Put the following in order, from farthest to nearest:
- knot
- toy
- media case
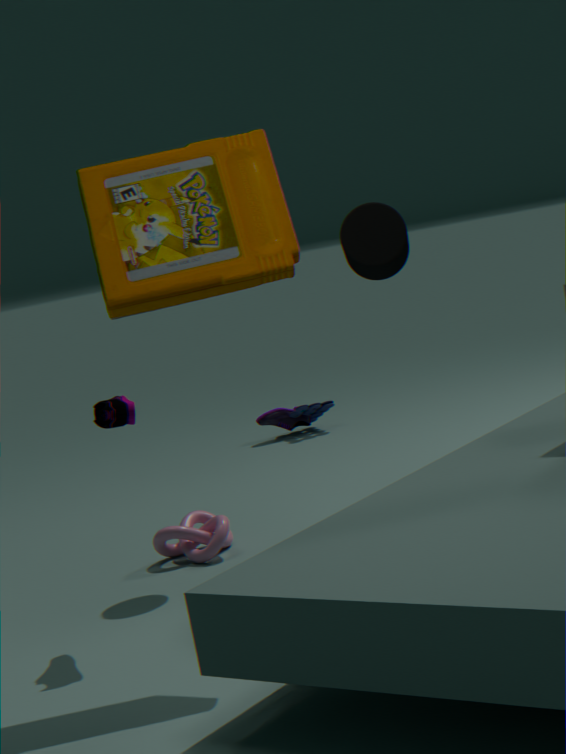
toy, knot, media case
